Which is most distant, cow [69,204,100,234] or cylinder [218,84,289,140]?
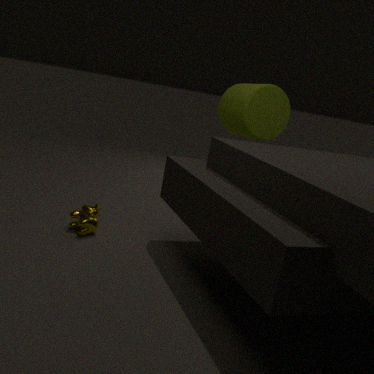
cylinder [218,84,289,140]
